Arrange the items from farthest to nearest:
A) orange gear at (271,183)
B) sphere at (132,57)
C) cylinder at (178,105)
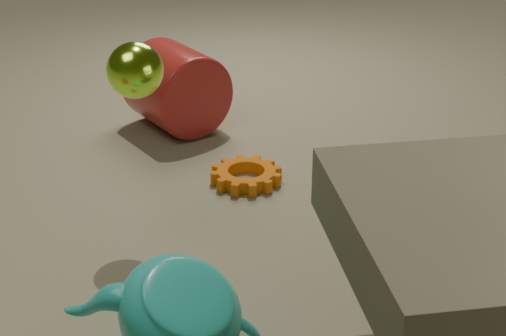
cylinder at (178,105) < orange gear at (271,183) < sphere at (132,57)
